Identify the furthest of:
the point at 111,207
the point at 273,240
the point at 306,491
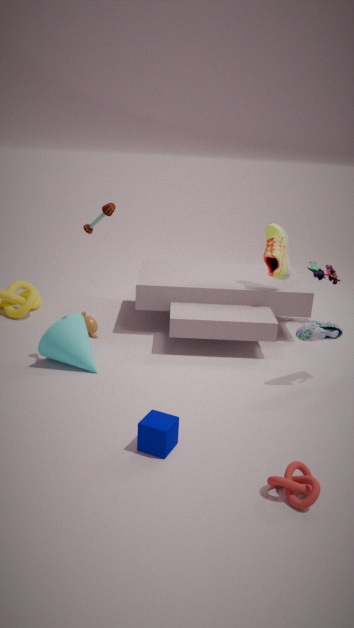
the point at 273,240
